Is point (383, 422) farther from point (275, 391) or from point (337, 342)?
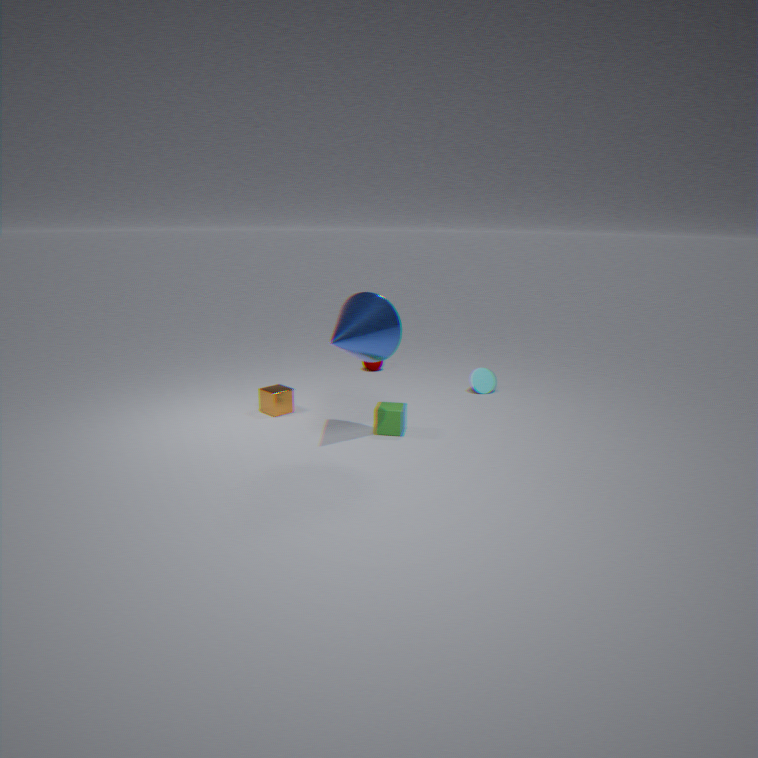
point (275, 391)
